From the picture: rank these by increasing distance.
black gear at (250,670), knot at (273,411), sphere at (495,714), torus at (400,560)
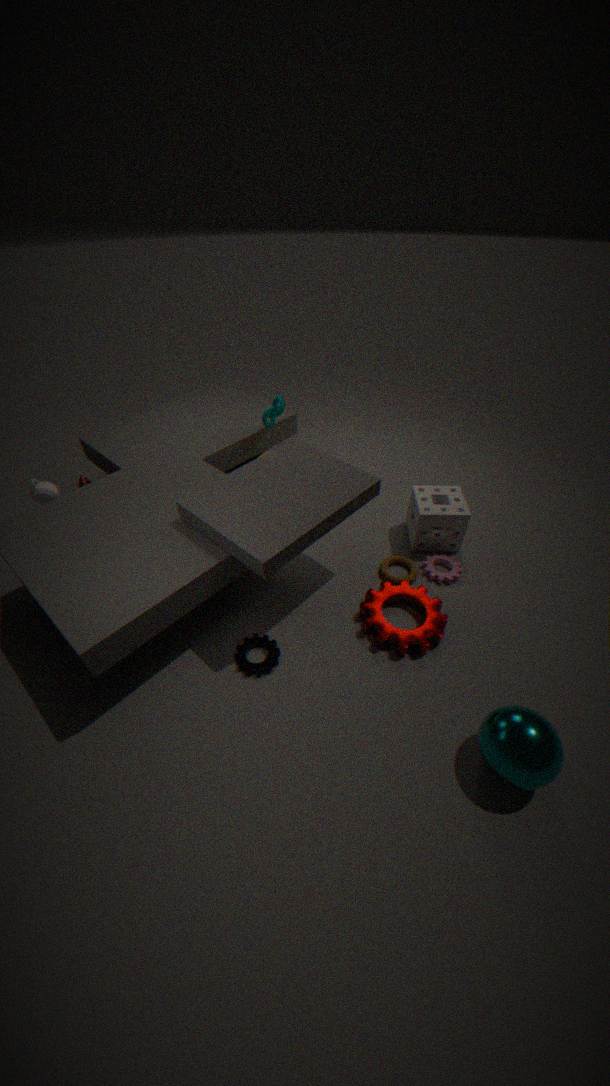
sphere at (495,714), black gear at (250,670), torus at (400,560), knot at (273,411)
